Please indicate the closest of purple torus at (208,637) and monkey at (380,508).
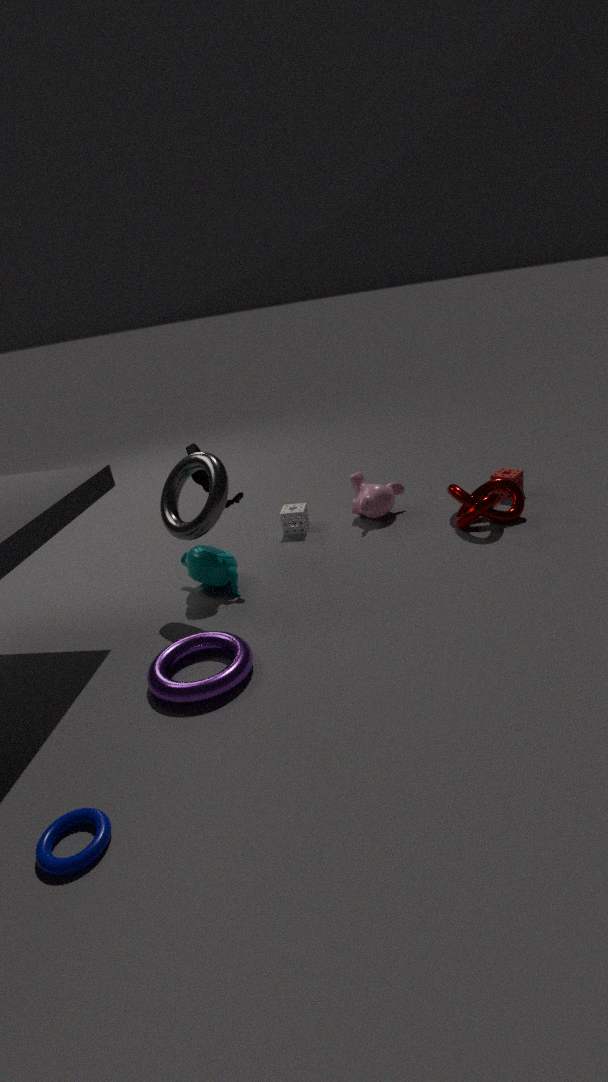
purple torus at (208,637)
